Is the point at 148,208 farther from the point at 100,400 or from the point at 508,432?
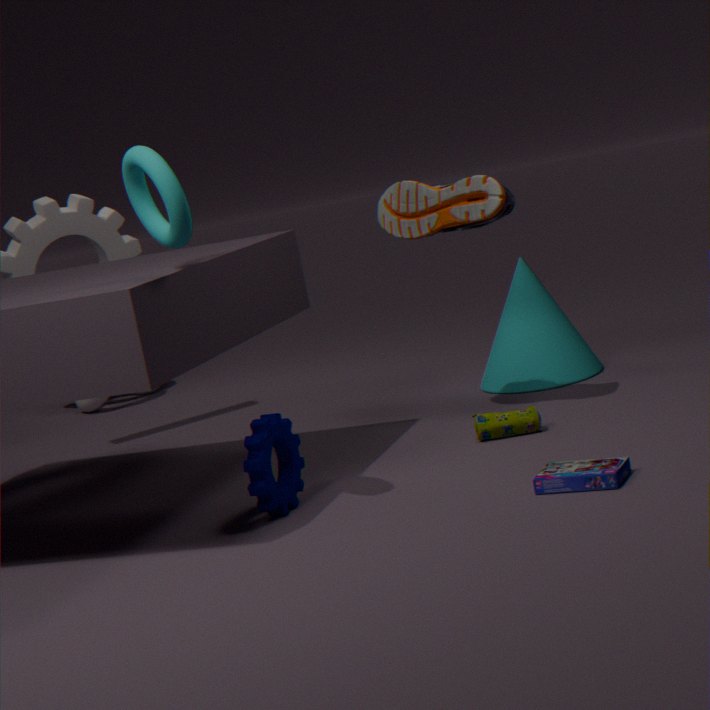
the point at 100,400
